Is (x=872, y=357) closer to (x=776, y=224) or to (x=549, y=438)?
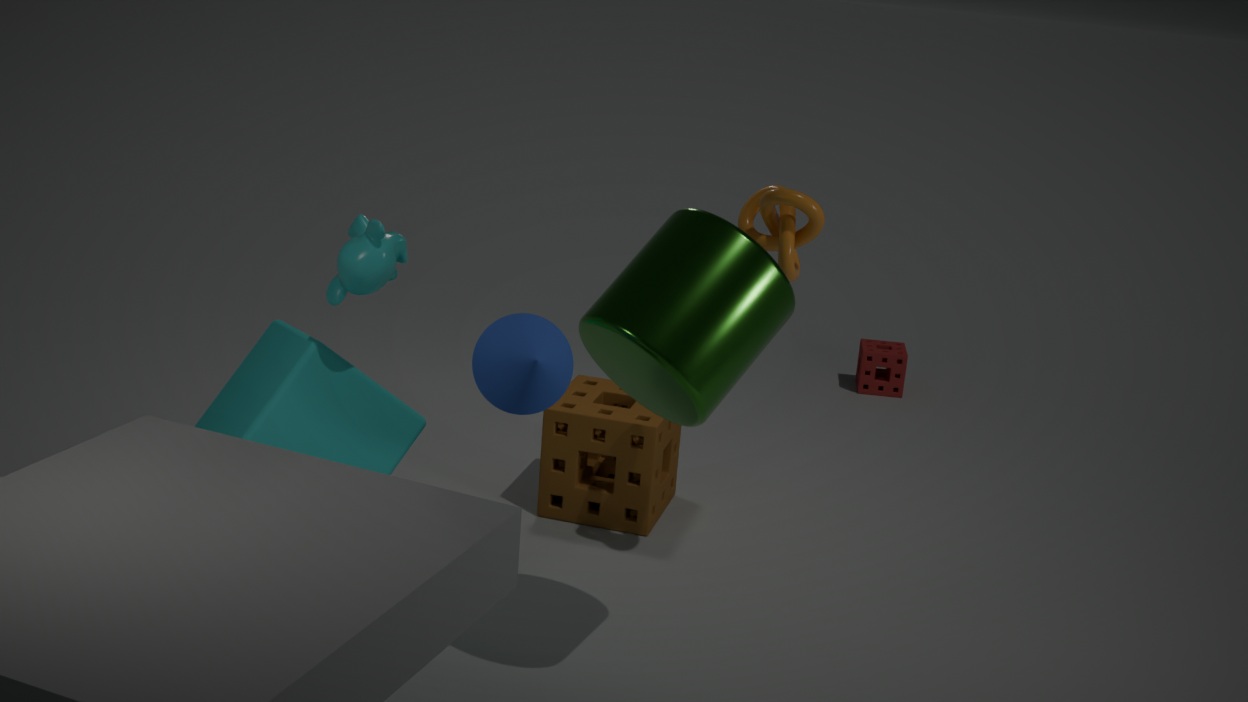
(x=549, y=438)
